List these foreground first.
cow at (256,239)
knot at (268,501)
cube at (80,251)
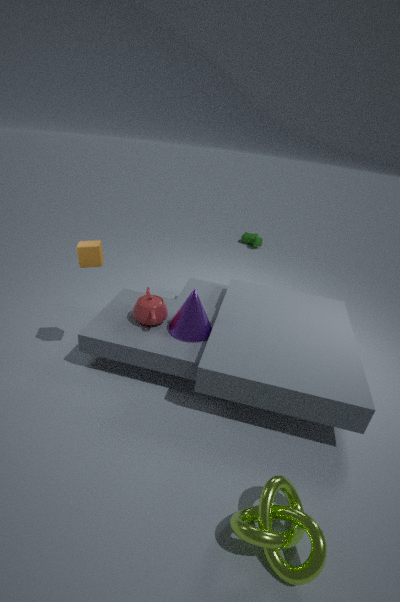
knot at (268,501) < cube at (80,251) < cow at (256,239)
